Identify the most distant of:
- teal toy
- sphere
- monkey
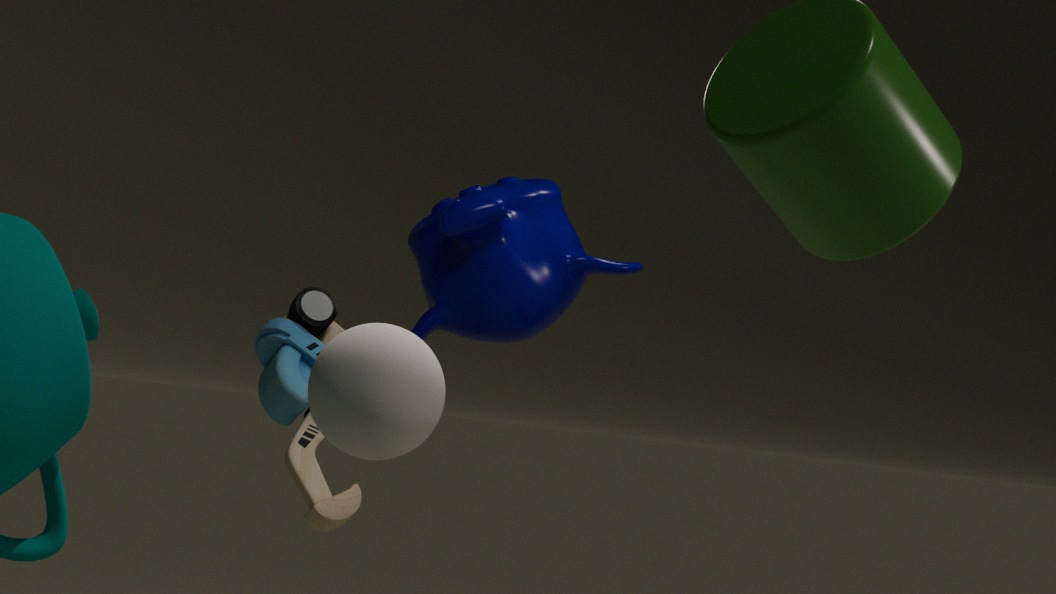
monkey
